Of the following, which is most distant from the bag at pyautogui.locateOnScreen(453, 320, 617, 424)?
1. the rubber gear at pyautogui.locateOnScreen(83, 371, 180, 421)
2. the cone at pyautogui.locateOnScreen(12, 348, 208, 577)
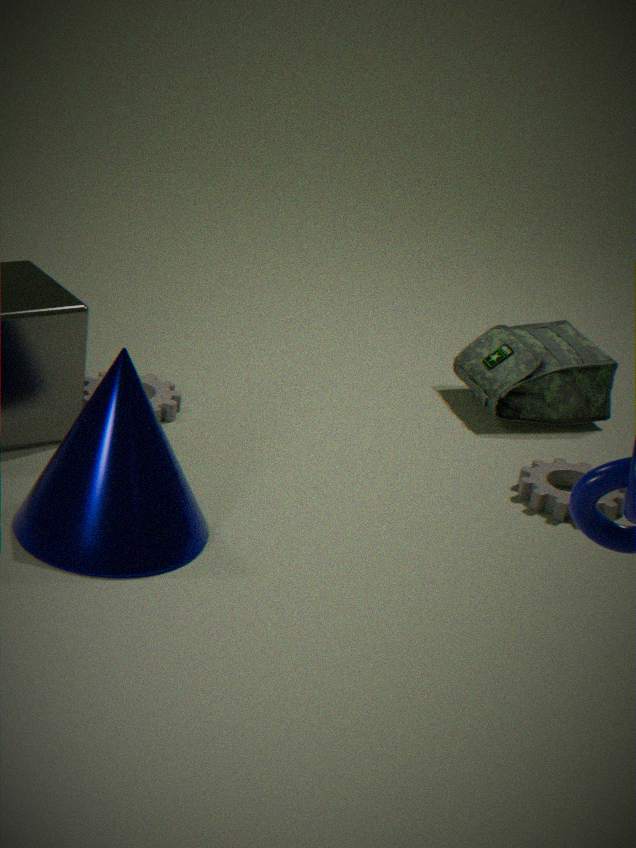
the cone at pyautogui.locateOnScreen(12, 348, 208, 577)
